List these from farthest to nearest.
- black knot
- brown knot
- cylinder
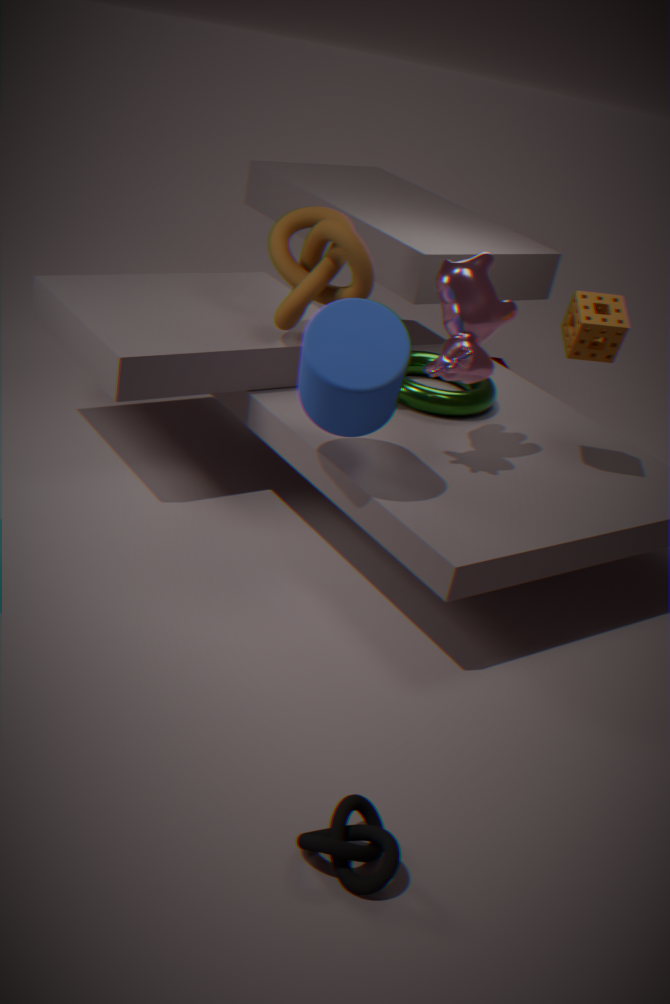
1. brown knot
2. cylinder
3. black knot
